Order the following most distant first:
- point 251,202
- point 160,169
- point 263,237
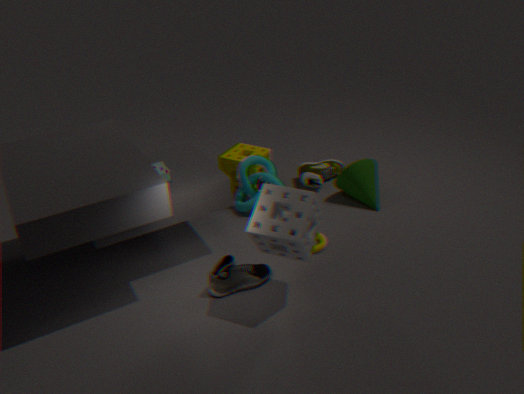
point 251,202, point 160,169, point 263,237
